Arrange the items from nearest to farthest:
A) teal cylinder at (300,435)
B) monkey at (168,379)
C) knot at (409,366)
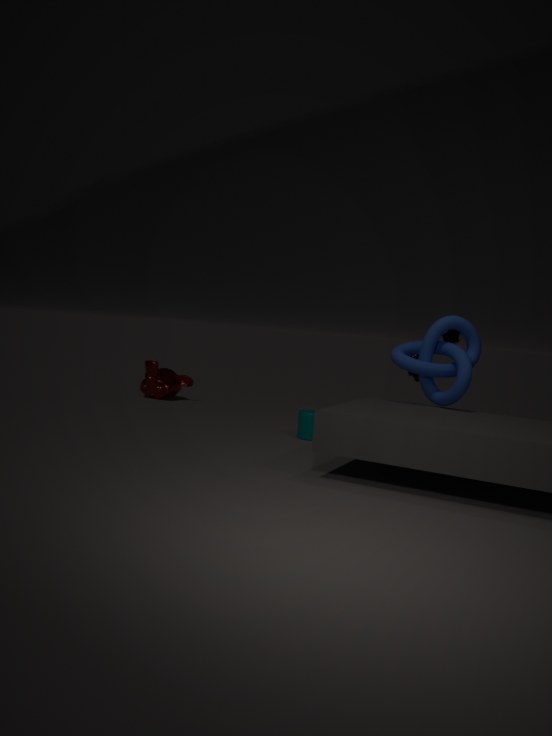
knot at (409,366) < teal cylinder at (300,435) < monkey at (168,379)
